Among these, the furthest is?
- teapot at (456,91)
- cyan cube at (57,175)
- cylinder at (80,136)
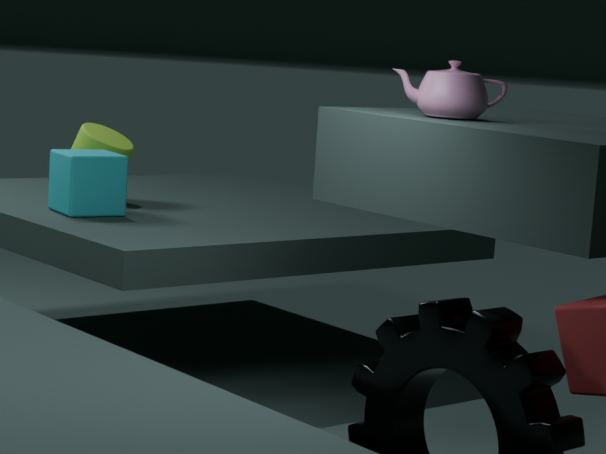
cylinder at (80,136)
